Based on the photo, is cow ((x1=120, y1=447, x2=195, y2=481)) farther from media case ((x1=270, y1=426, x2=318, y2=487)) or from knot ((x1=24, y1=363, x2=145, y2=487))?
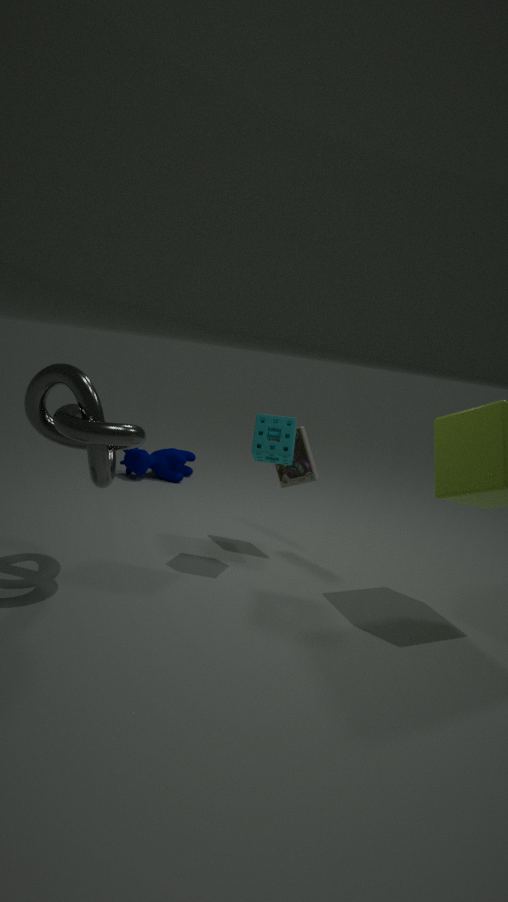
knot ((x1=24, y1=363, x2=145, y2=487))
